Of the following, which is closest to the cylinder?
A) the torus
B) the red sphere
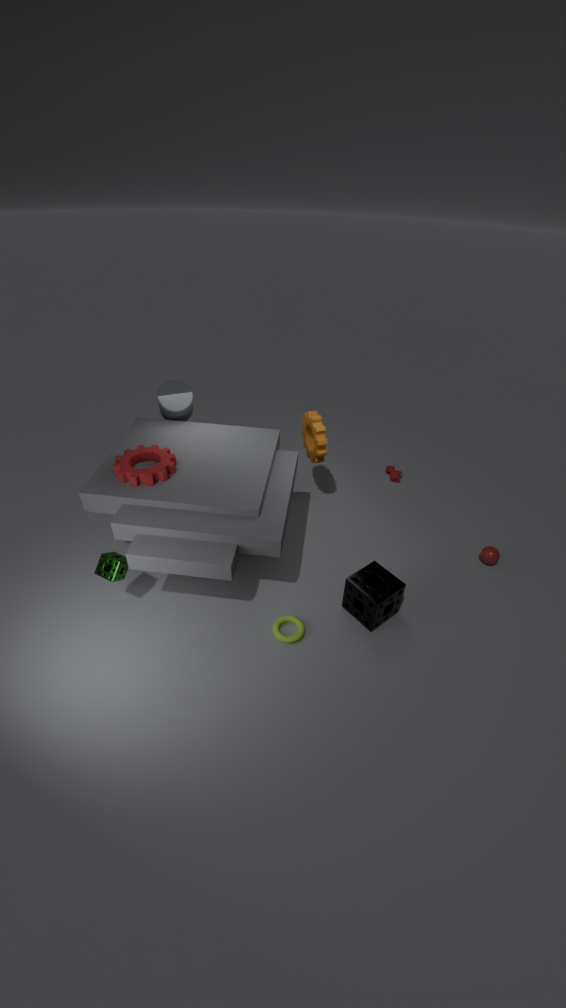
the torus
